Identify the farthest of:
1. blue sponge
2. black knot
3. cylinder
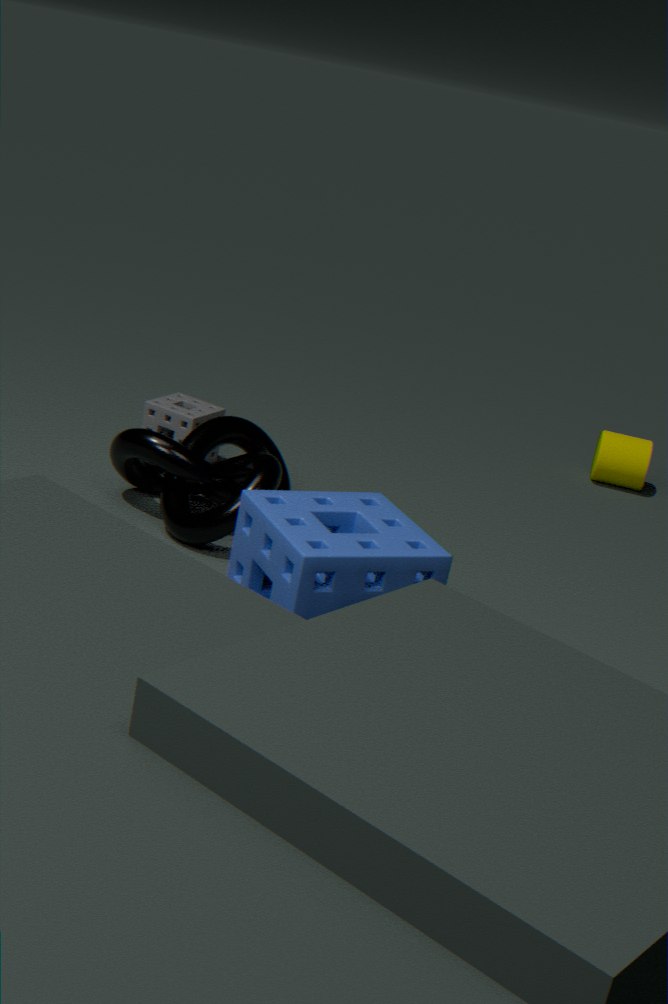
cylinder
